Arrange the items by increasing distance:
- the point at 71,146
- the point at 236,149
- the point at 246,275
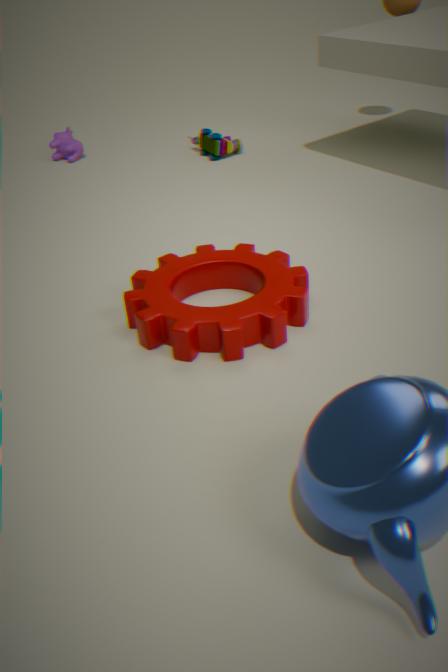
1. the point at 246,275
2. the point at 236,149
3. the point at 71,146
